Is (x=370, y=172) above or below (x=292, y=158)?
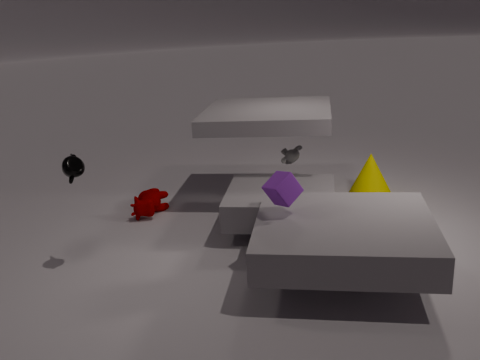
below
